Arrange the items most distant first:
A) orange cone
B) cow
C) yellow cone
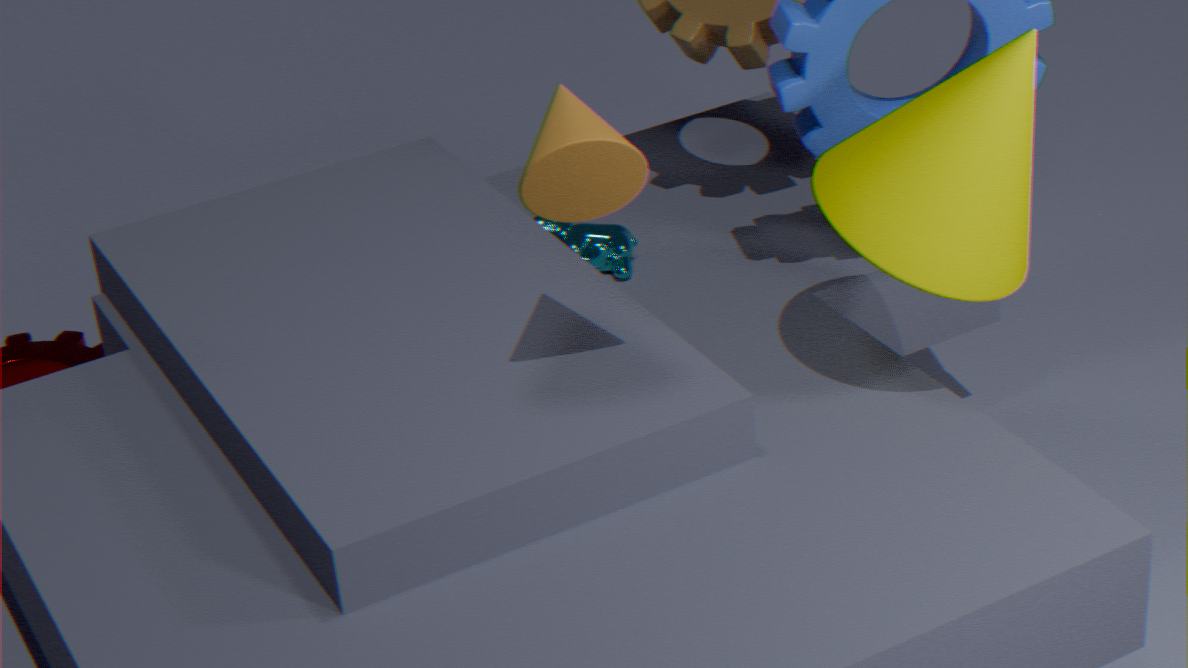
1. cow
2. yellow cone
3. orange cone
